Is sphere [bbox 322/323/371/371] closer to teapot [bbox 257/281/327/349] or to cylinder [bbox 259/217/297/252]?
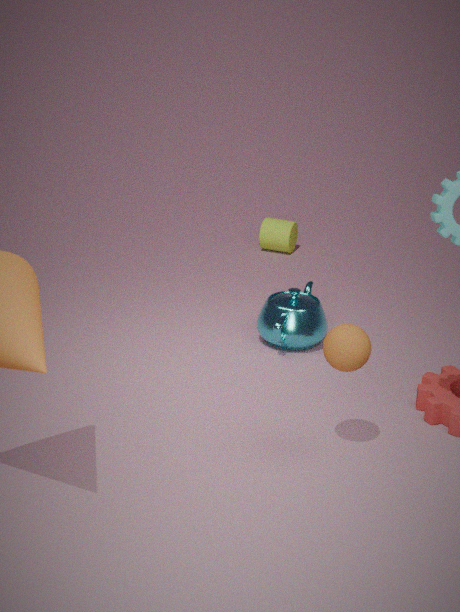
teapot [bbox 257/281/327/349]
